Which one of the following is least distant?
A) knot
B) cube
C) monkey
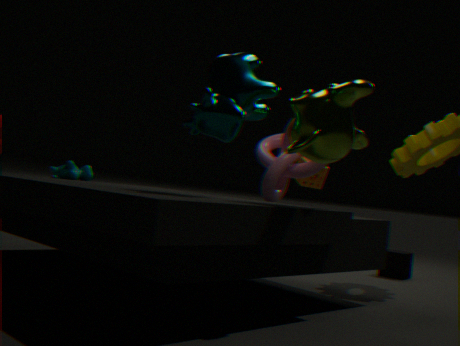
monkey
